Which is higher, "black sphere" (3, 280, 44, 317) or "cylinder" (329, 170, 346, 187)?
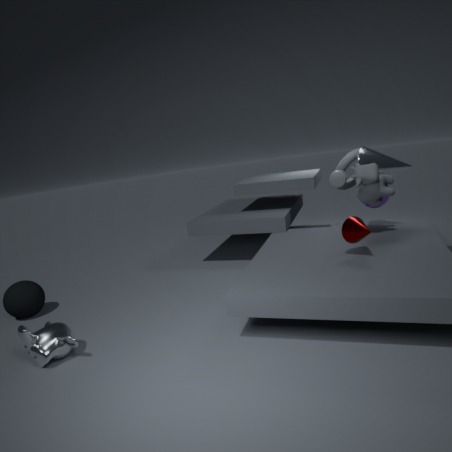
"cylinder" (329, 170, 346, 187)
